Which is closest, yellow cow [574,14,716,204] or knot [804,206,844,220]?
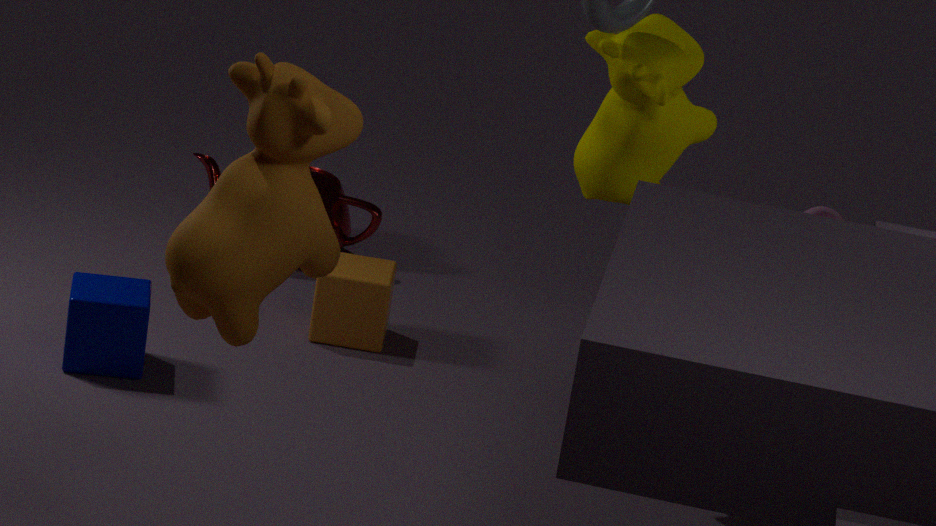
yellow cow [574,14,716,204]
